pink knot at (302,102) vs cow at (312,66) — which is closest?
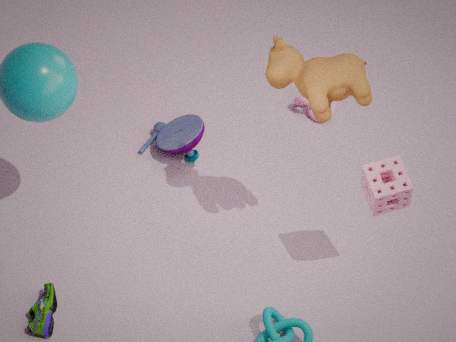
cow at (312,66)
